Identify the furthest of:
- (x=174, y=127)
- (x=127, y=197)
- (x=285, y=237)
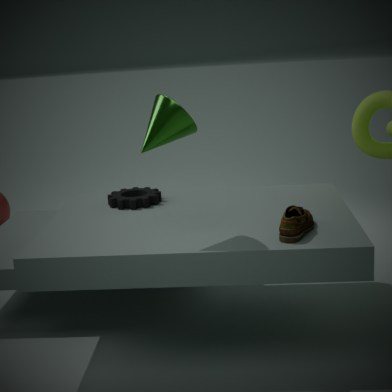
(x=127, y=197)
